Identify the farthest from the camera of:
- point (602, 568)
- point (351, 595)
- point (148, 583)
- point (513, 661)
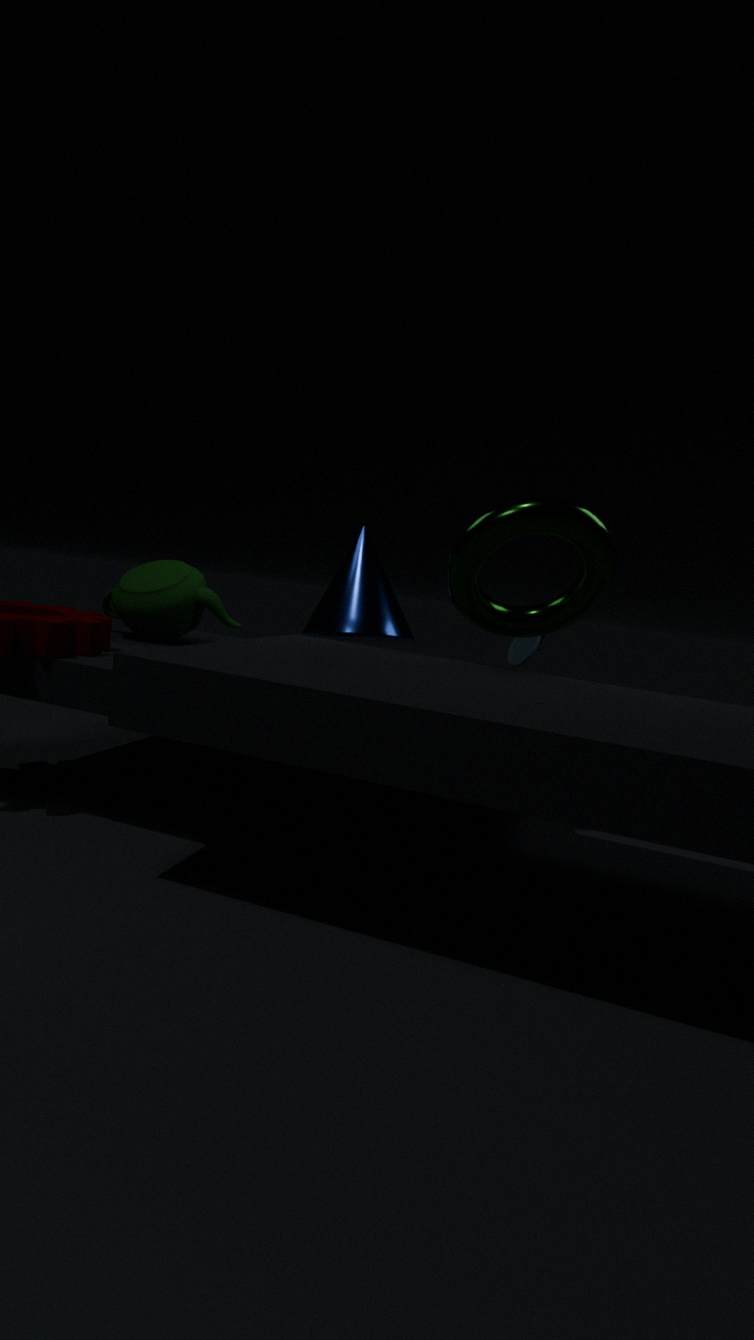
point (513, 661)
